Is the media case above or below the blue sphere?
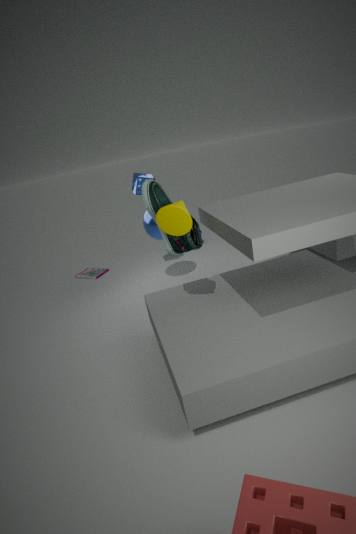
below
